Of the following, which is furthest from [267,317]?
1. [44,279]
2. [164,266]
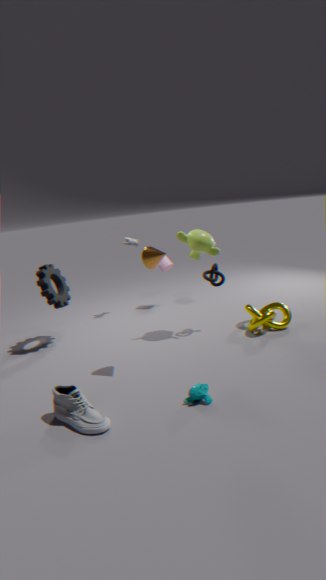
[44,279]
